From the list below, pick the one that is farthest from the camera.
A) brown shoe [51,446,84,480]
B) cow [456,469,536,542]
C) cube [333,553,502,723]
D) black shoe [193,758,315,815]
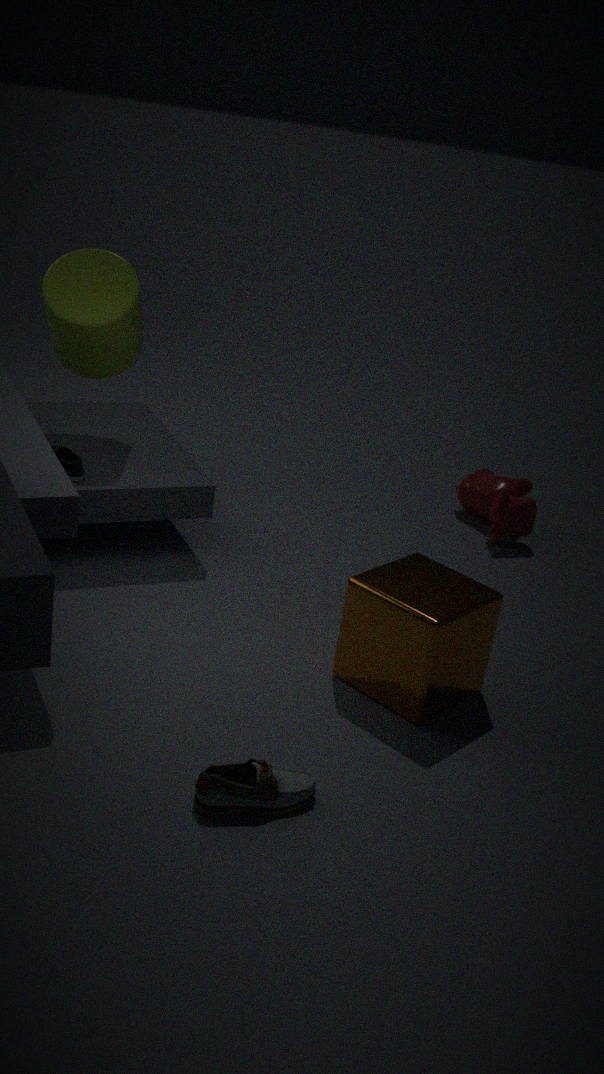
cow [456,469,536,542]
